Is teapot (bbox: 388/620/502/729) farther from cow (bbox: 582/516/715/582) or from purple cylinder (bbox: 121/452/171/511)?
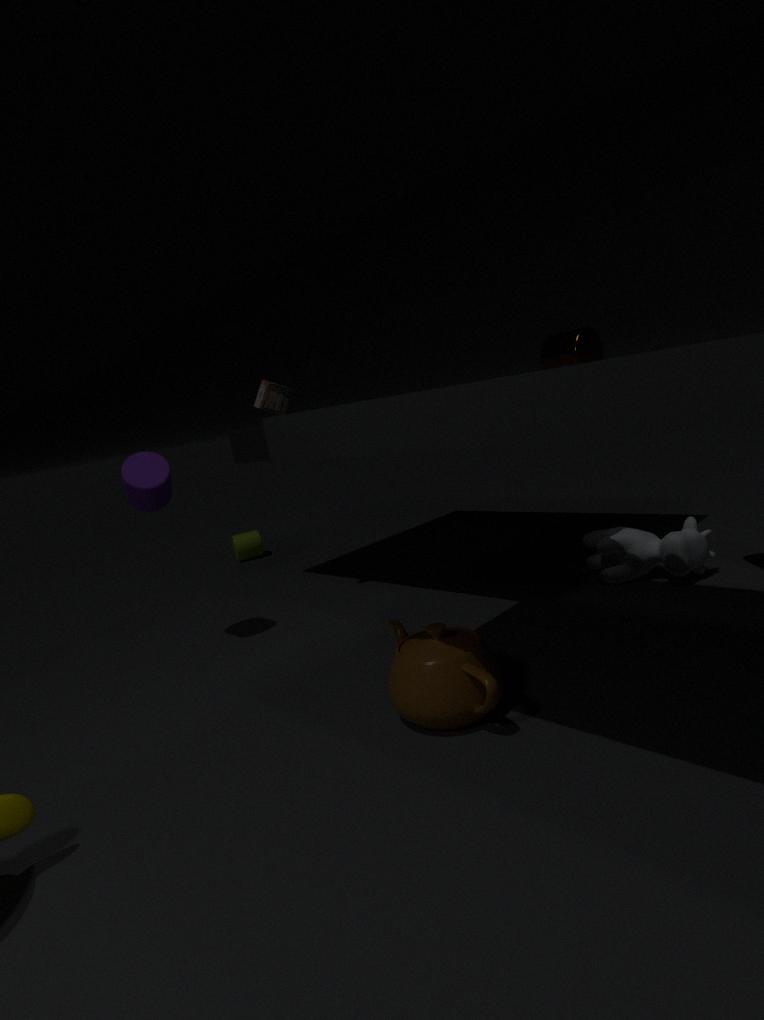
purple cylinder (bbox: 121/452/171/511)
